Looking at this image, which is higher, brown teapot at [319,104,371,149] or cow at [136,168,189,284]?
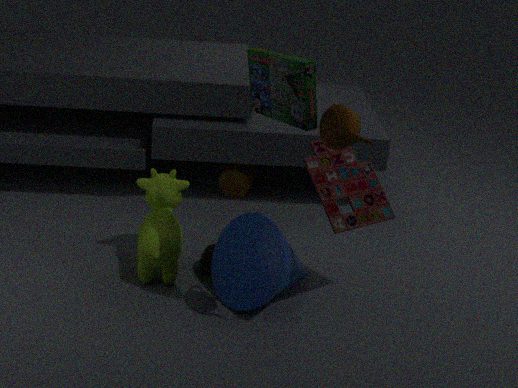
brown teapot at [319,104,371,149]
